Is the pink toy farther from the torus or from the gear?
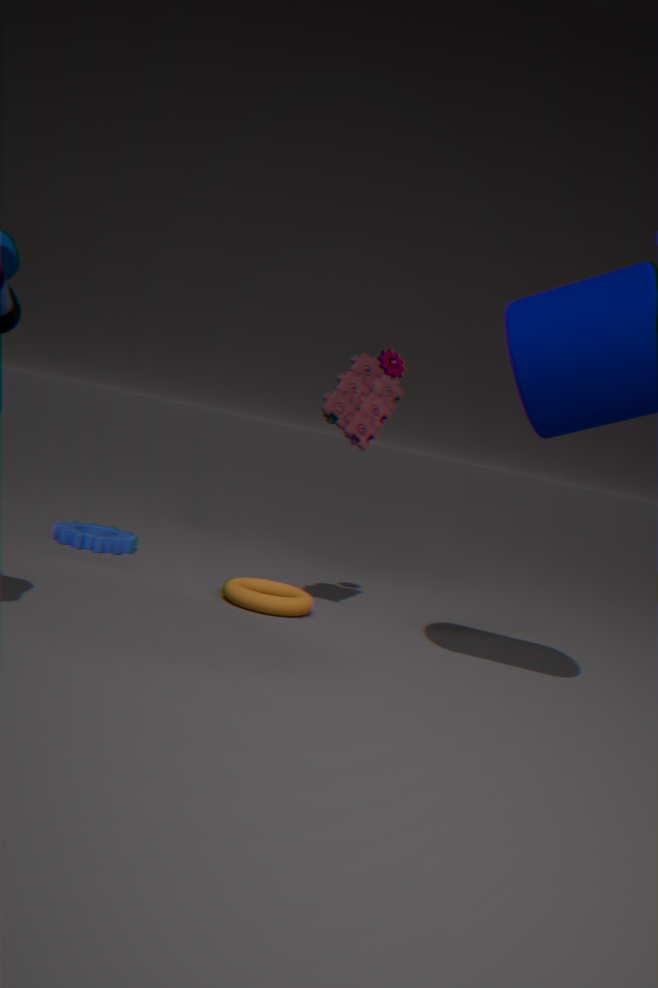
the gear
